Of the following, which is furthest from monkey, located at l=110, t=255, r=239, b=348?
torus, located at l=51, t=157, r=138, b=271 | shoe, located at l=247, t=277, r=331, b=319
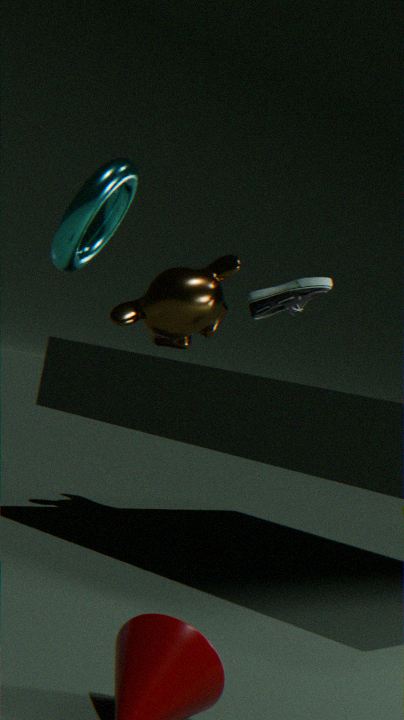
torus, located at l=51, t=157, r=138, b=271
